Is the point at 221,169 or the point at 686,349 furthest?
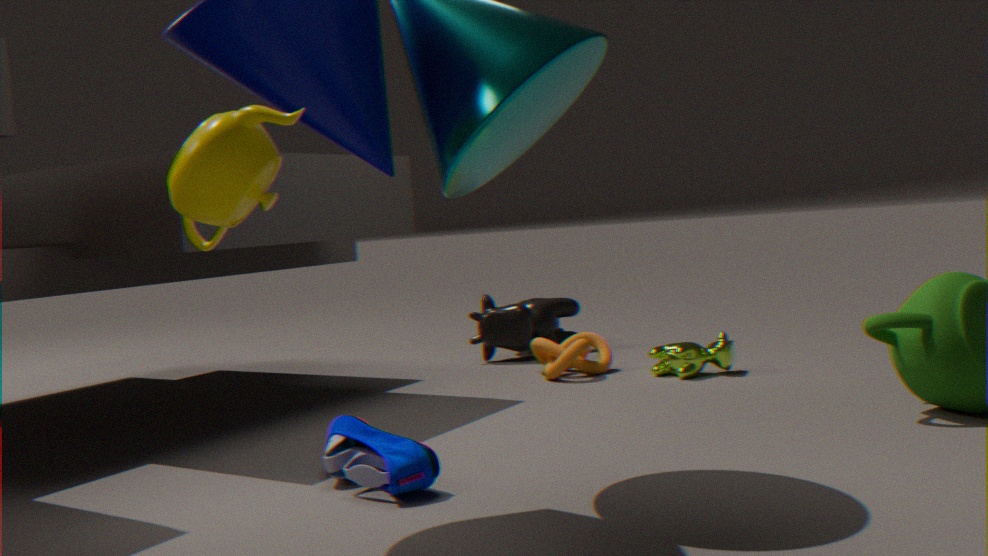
the point at 686,349
